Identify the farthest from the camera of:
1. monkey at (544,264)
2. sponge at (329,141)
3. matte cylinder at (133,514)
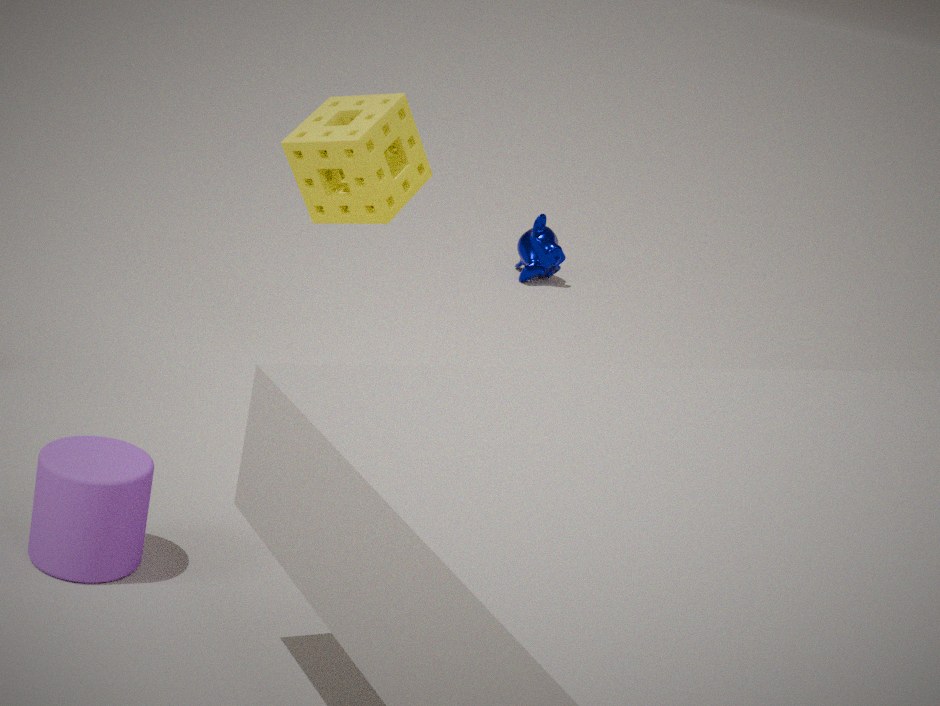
monkey at (544,264)
